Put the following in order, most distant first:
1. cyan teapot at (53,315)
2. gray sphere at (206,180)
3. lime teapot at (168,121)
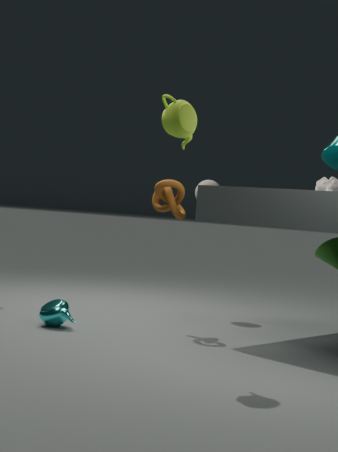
1. gray sphere at (206,180)
2. cyan teapot at (53,315)
3. lime teapot at (168,121)
